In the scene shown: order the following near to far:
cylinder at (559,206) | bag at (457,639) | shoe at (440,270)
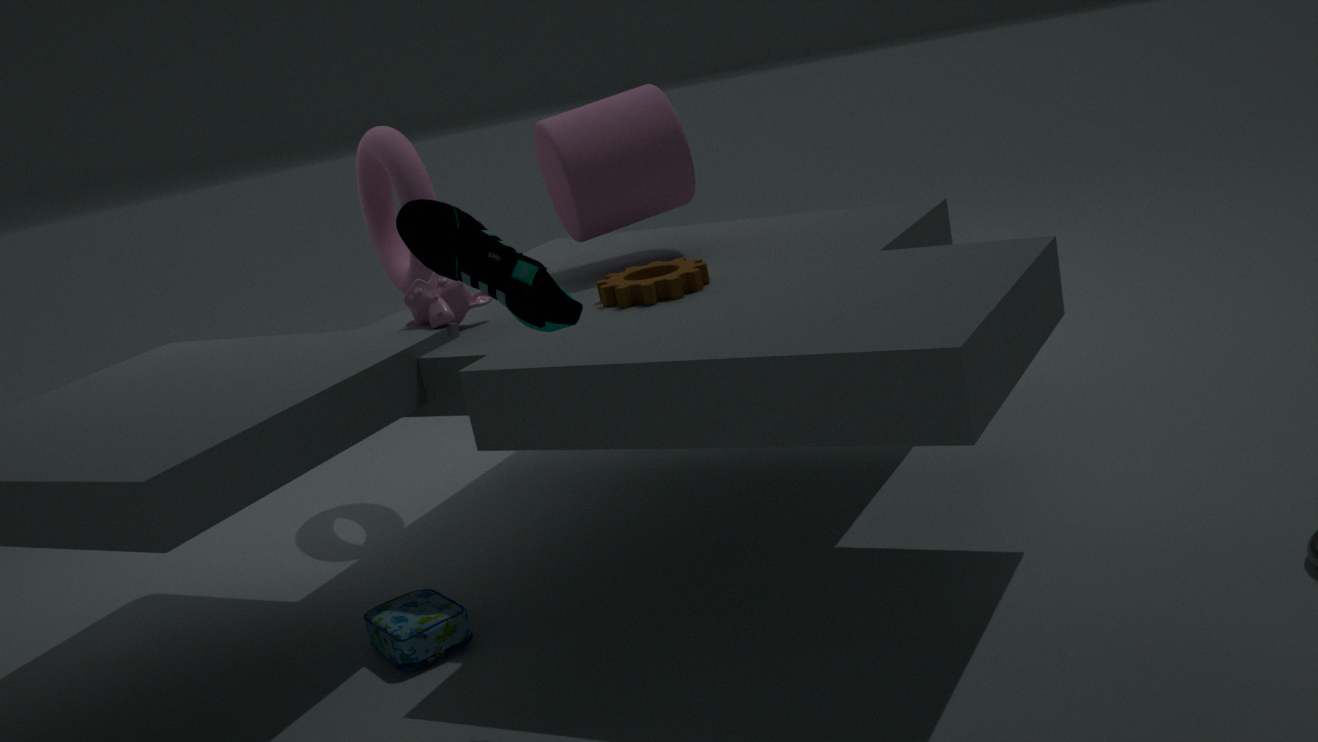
1. shoe at (440,270)
2. bag at (457,639)
3. cylinder at (559,206)
